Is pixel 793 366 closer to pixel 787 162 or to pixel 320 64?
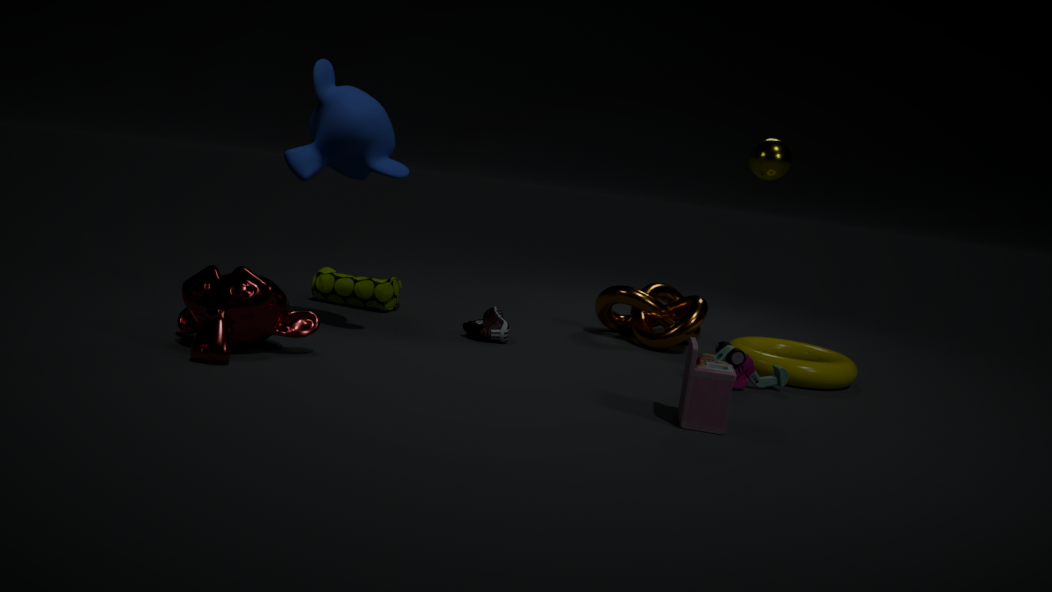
pixel 787 162
